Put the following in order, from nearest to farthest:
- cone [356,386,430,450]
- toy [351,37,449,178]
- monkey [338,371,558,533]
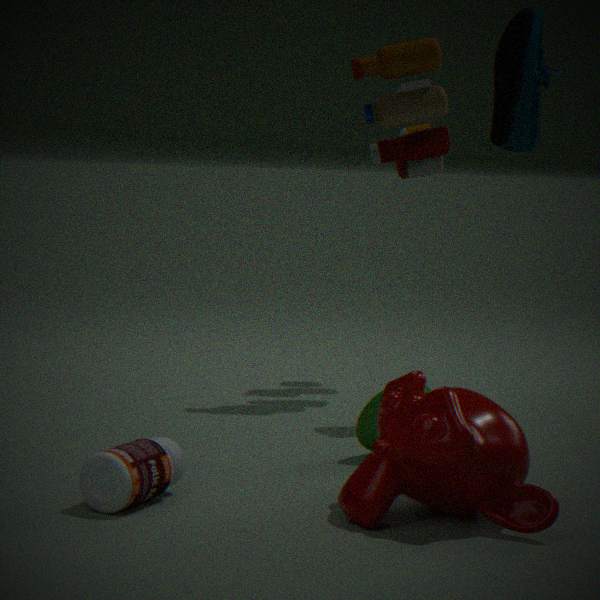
monkey [338,371,558,533] → cone [356,386,430,450] → toy [351,37,449,178]
